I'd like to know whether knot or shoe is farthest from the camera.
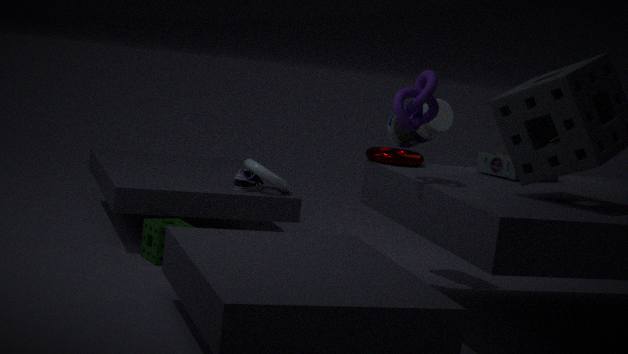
shoe
